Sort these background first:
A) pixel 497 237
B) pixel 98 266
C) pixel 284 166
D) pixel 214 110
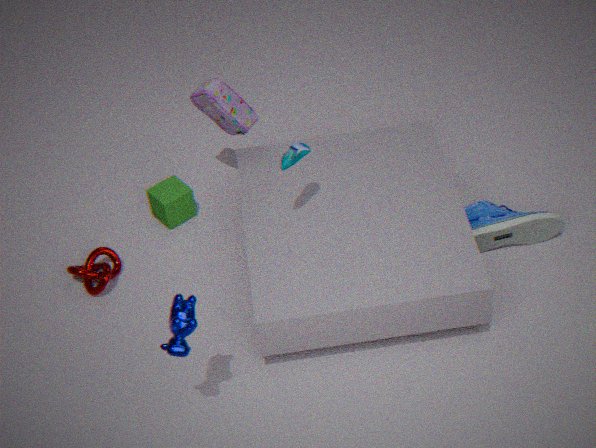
pixel 214 110, pixel 98 266, pixel 497 237, pixel 284 166
